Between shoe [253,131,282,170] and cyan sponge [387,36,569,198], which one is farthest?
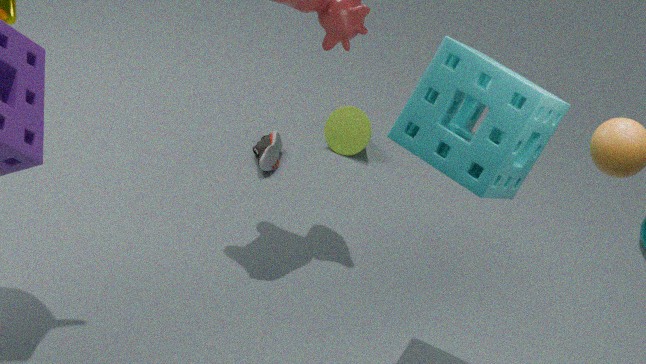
shoe [253,131,282,170]
